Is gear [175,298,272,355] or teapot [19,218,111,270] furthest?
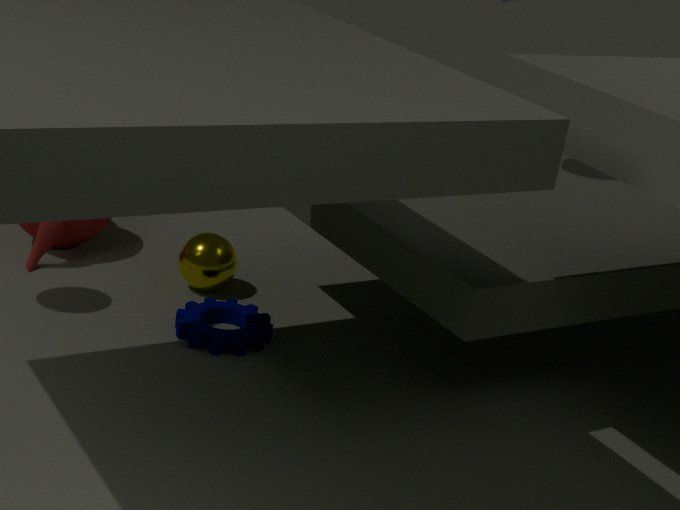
teapot [19,218,111,270]
